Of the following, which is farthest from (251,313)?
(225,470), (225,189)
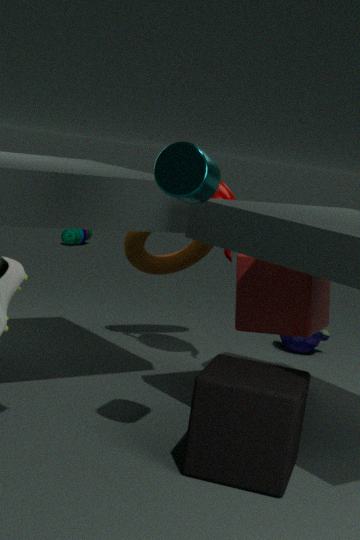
(225,470)
